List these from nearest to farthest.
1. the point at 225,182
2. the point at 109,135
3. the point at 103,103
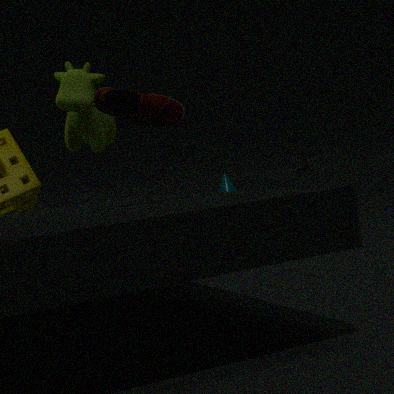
the point at 103,103 < the point at 225,182 < the point at 109,135
